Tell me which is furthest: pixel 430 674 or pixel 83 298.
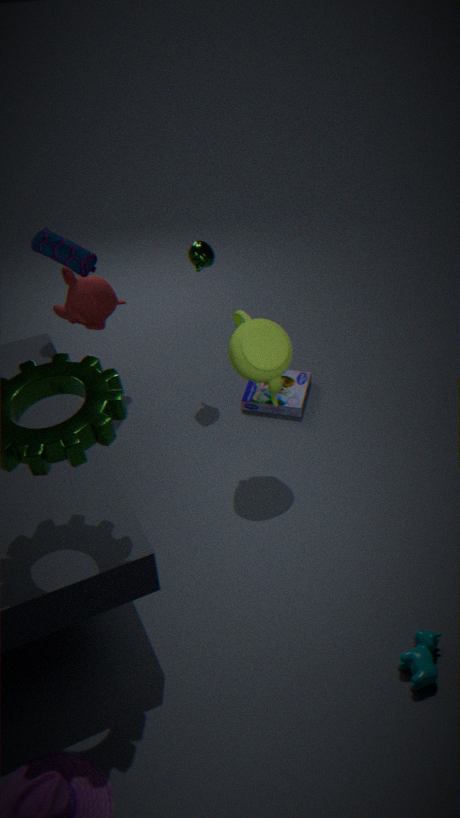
pixel 83 298
